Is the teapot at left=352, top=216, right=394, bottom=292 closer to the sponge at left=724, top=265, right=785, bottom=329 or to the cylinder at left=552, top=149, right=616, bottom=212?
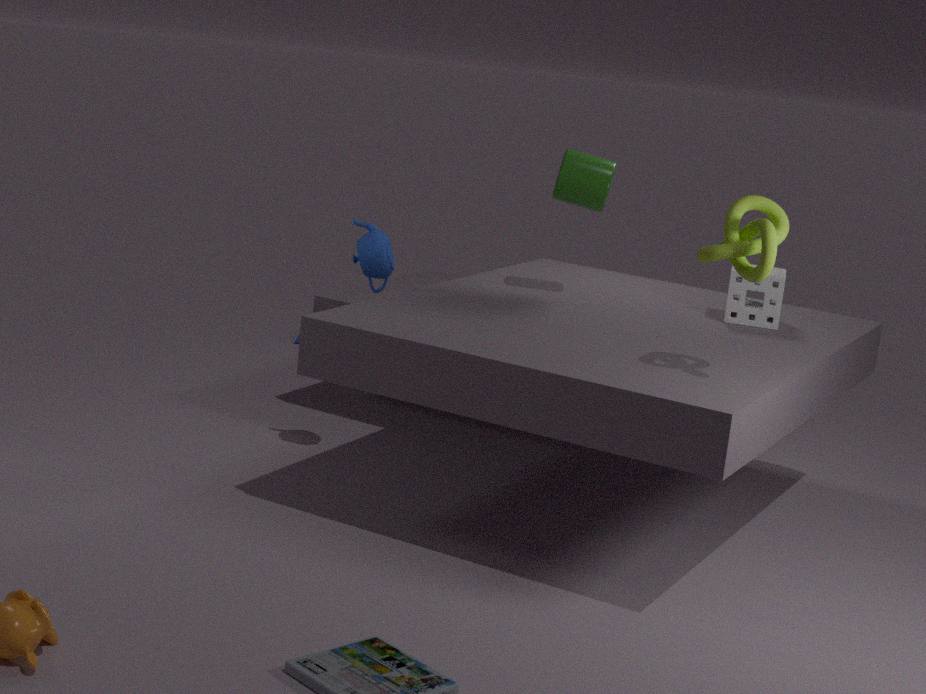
the cylinder at left=552, top=149, right=616, bottom=212
